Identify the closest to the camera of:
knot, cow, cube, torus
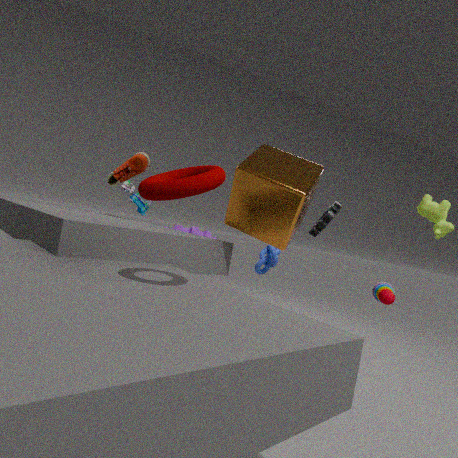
torus
